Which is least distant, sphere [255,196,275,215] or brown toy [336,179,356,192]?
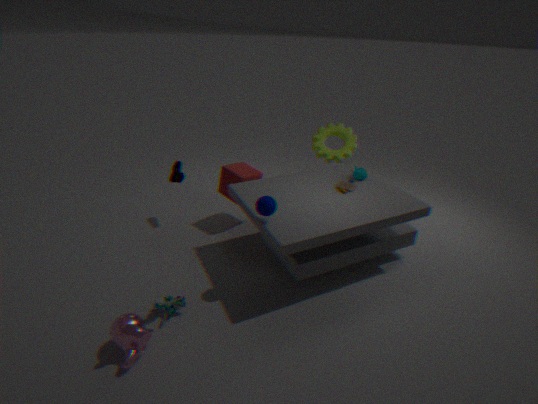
sphere [255,196,275,215]
